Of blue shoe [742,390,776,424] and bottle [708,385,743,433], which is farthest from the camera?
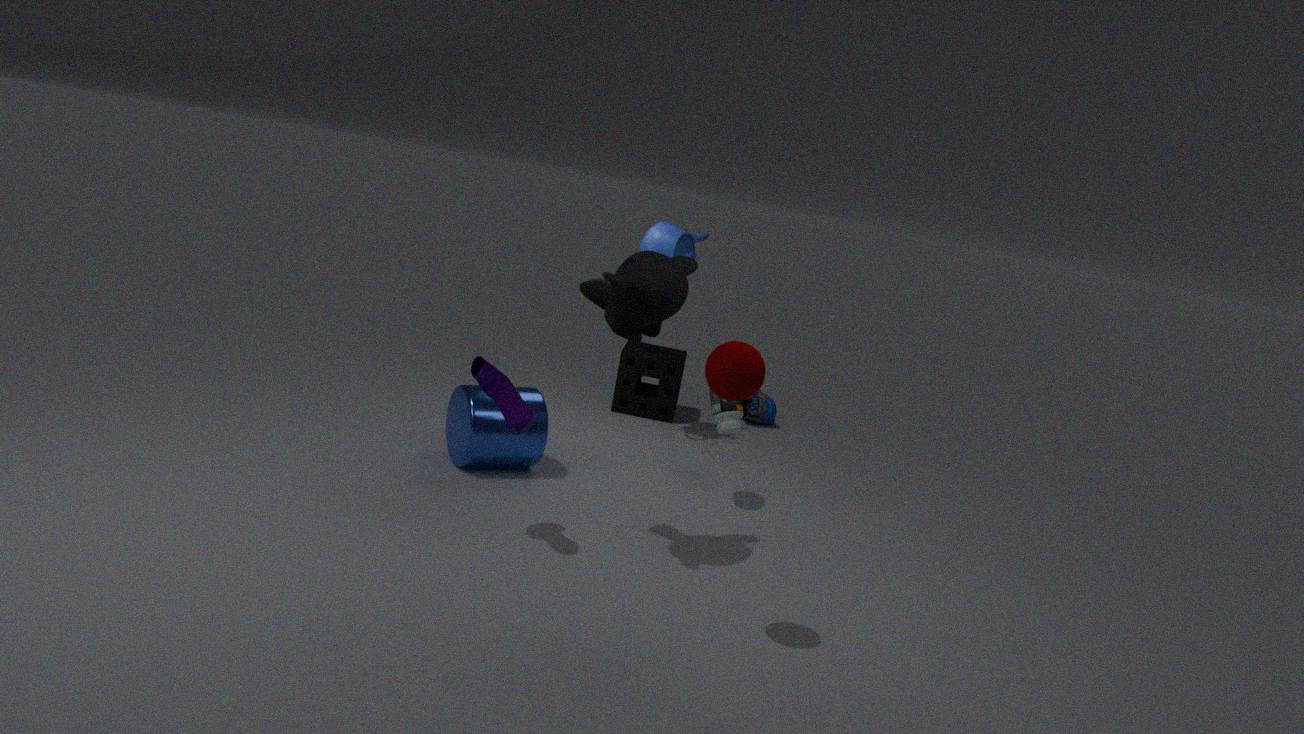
blue shoe [742,390,776,424]
